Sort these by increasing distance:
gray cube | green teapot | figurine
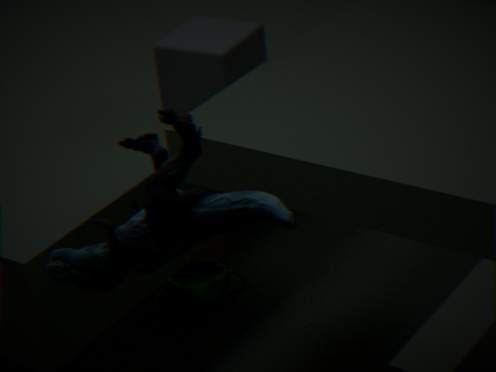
figurine < gray cube < green teapot
